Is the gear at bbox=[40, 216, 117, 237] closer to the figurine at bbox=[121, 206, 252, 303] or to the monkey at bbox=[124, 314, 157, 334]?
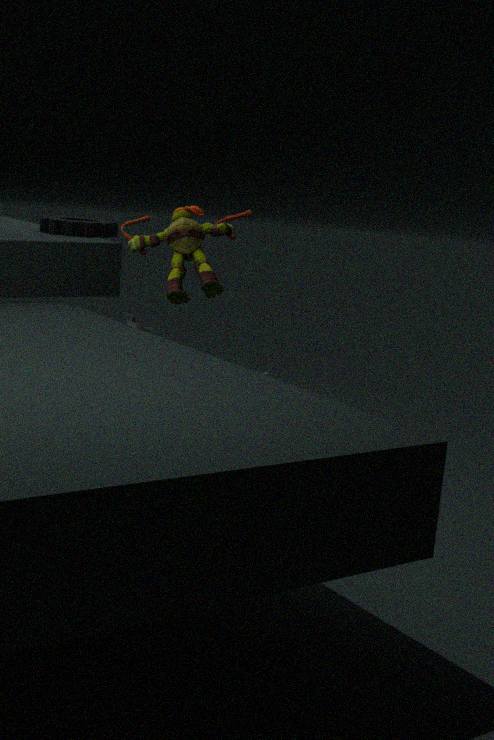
the figurine at bbox=[121, 206, 252, 303]
